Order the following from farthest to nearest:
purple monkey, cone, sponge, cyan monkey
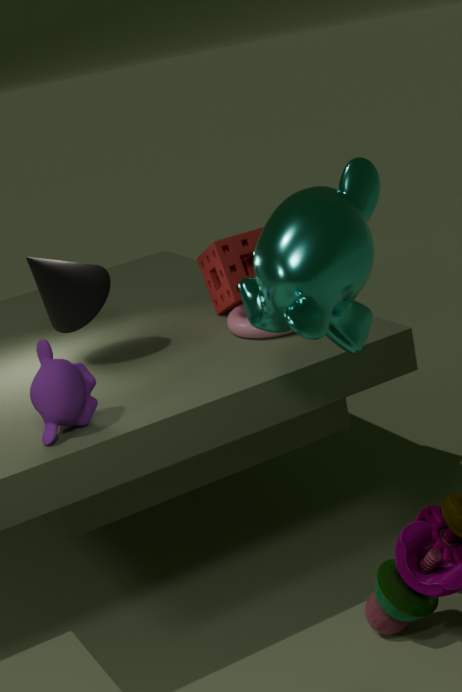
1. sponge
2. cone
3. purple monkey
4. cyan monkey
